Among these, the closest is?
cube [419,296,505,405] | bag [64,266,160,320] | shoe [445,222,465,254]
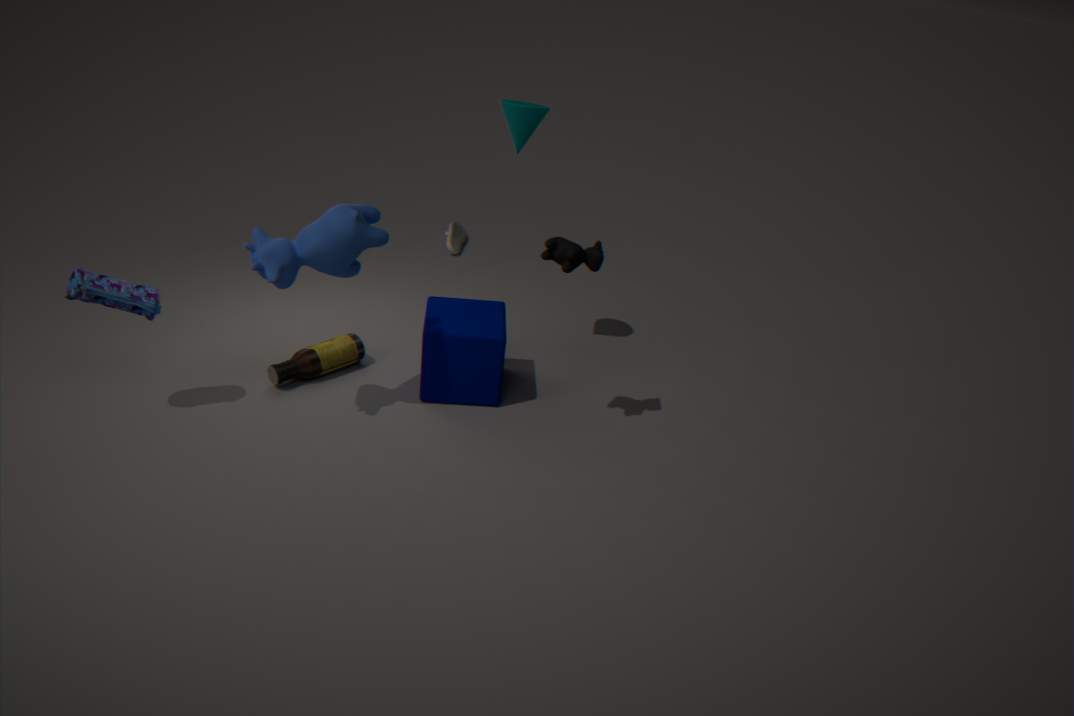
bag [64,266,160,320]
